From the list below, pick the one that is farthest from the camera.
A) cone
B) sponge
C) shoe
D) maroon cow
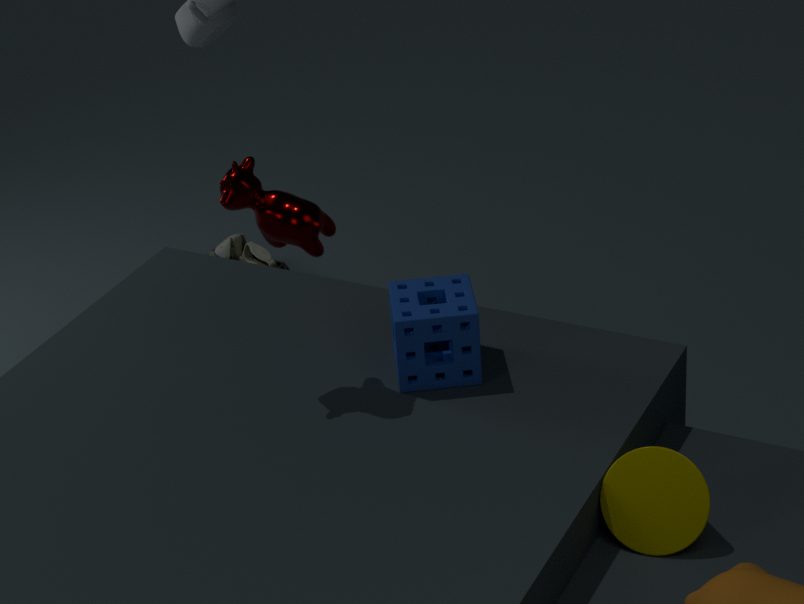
shoe
